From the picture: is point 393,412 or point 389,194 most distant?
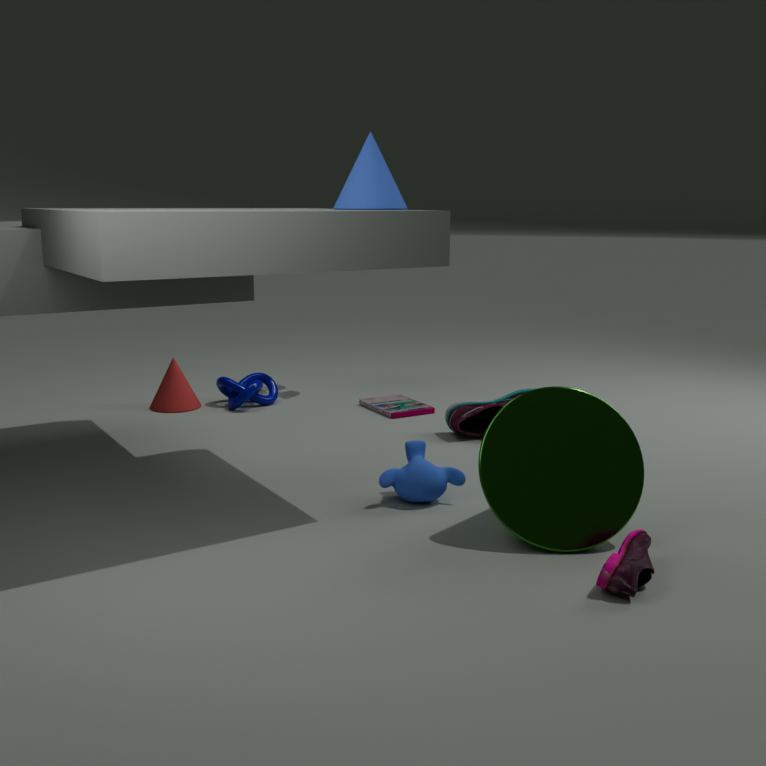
point 393,412
